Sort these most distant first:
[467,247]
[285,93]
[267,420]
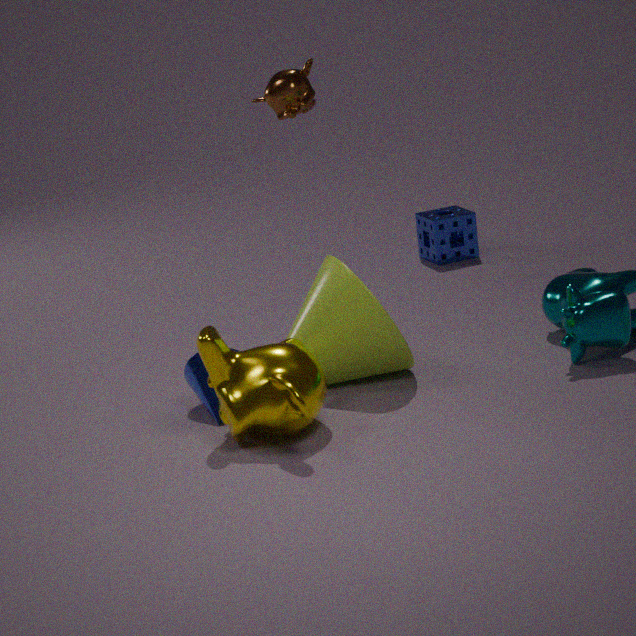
1. [467,247]
2. [285,93]
3. [267,420]
